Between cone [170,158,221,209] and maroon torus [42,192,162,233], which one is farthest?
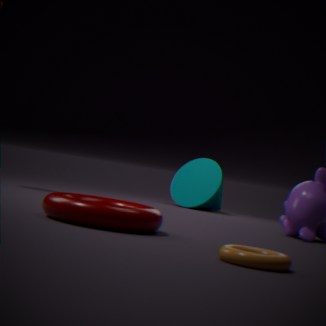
cone [170,158,221,209]
